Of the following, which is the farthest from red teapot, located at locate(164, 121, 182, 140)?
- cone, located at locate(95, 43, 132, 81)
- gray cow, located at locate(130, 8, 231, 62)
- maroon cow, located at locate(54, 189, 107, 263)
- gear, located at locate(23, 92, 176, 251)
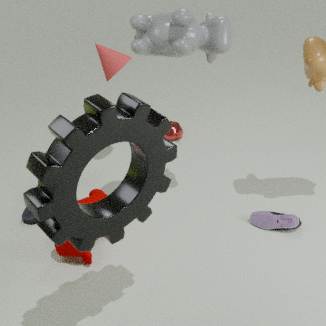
gear, located at locate(23, 92, 176, 251)
